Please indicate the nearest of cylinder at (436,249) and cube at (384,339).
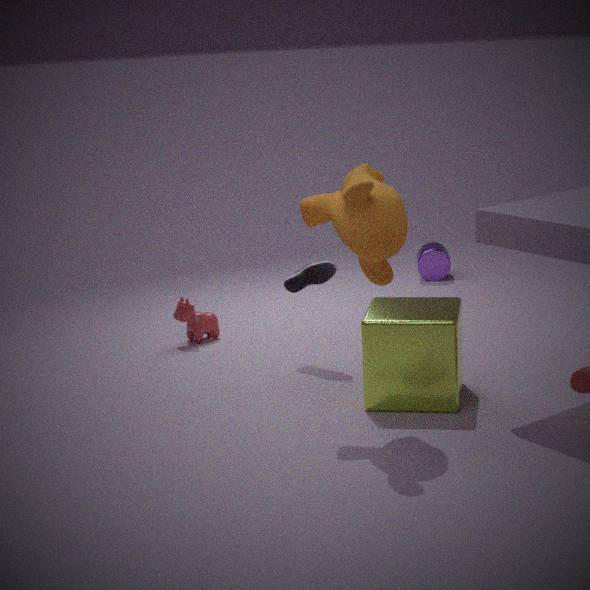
cube at (384,339)
